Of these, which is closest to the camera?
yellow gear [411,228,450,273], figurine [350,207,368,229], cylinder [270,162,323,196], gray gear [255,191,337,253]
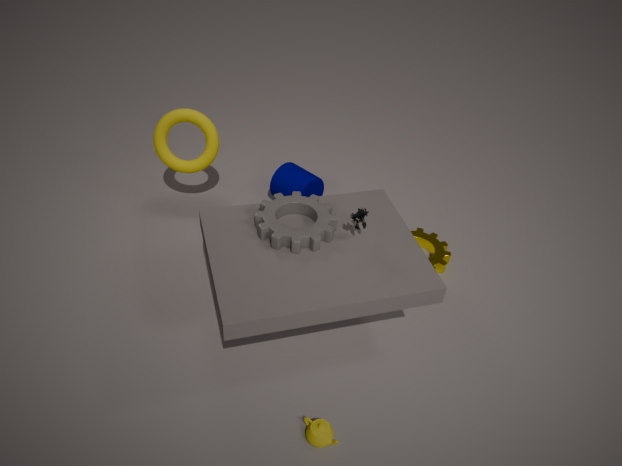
figurine [350,207,368,229]
